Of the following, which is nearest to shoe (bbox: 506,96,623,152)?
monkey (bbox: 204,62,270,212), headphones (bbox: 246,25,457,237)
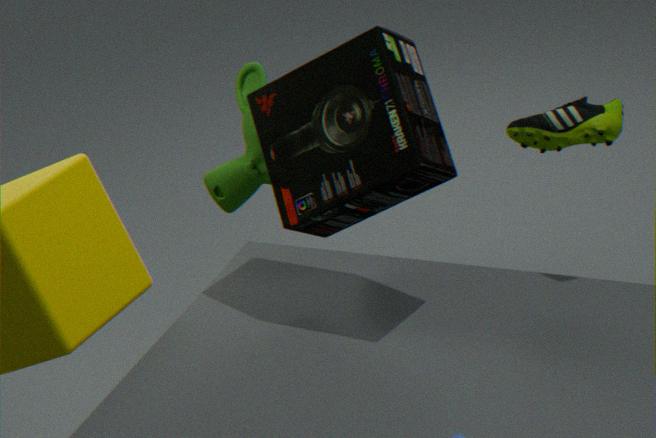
headphones (bbox: 246,25,457,237)
